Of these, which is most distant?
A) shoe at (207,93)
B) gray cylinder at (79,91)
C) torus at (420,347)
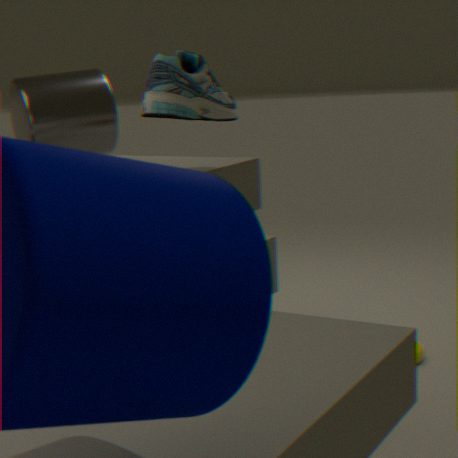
gray cylinder at (79,91)
